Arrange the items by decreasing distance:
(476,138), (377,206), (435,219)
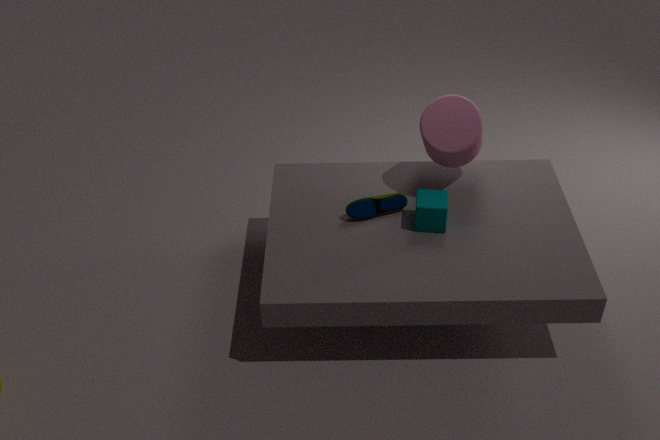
(377,206) < (476,138) < (435,219)
